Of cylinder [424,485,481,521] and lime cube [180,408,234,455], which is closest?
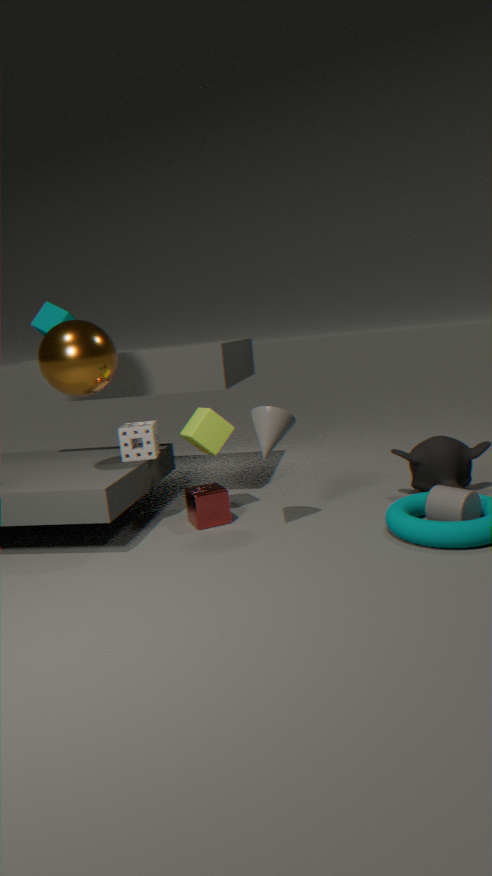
cylinder [424,485,481,521]
